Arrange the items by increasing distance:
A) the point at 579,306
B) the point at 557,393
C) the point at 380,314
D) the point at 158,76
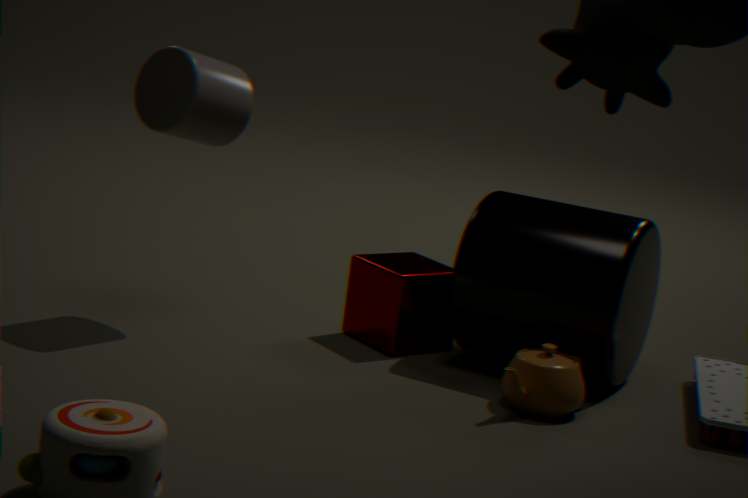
the point at 557,393, the point at 579,306, the point at 158,76, the point at 380,314
